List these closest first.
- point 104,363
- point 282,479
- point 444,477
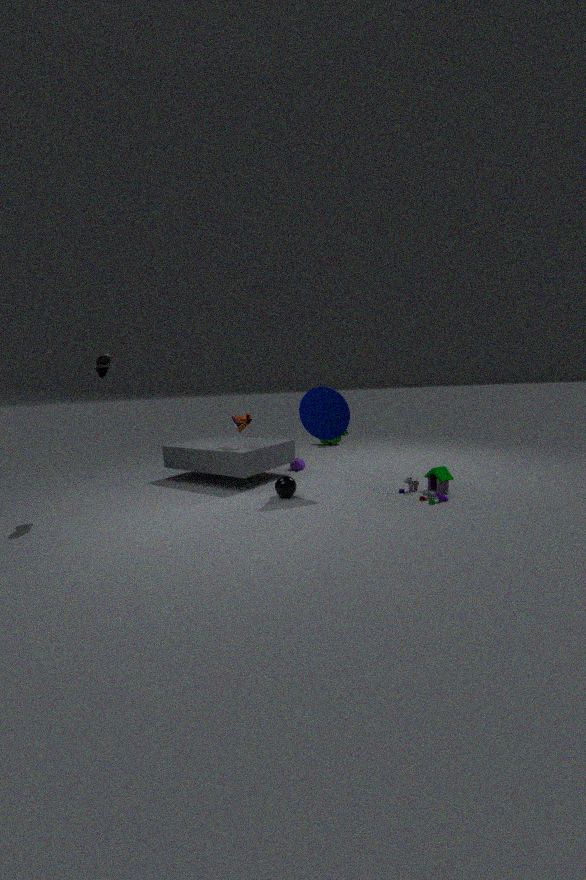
1. point 104,363
2. point 444,477
3. point 282,479
